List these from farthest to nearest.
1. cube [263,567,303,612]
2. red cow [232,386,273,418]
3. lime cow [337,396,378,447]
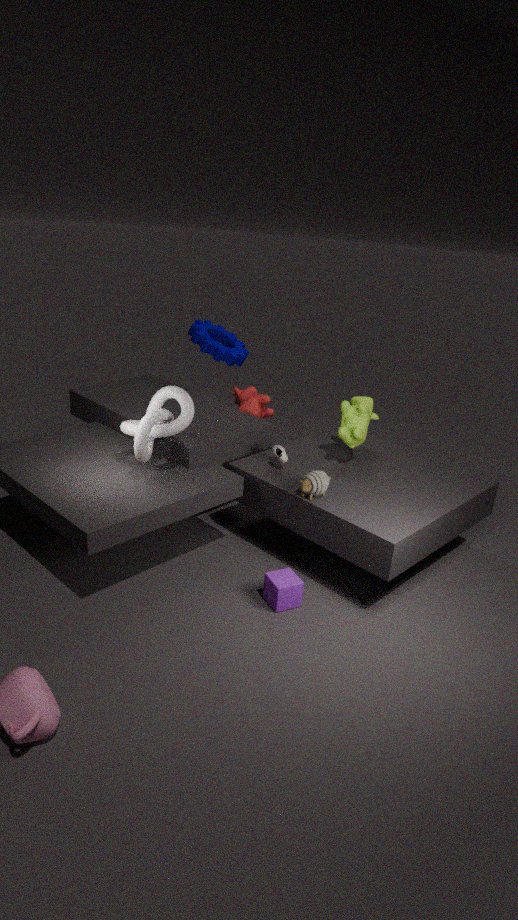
red cow [232,386,273,418] < lime cow [337,396,378,447] < cube [263,567,303,612]
